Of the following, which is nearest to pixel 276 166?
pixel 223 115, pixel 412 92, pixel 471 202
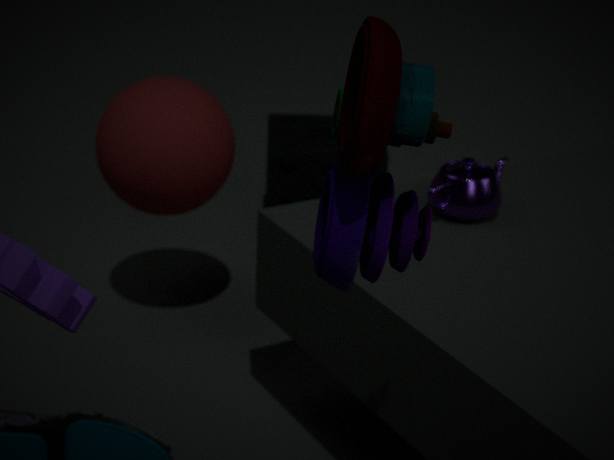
pixel 223 115
